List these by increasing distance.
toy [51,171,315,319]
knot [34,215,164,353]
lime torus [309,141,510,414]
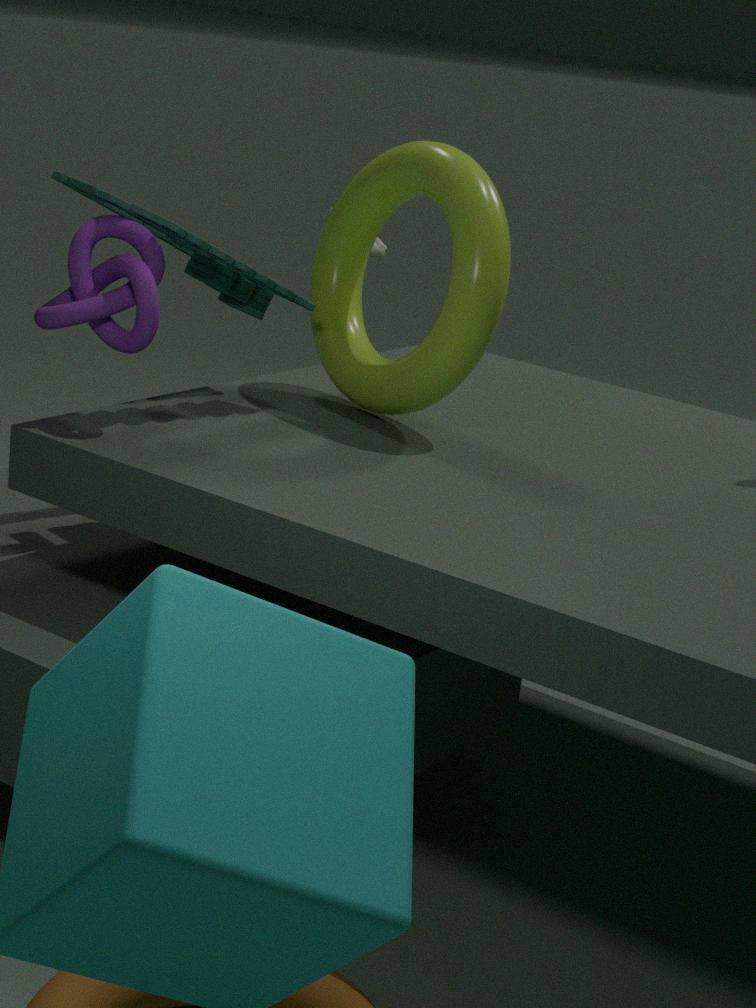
knot [34,215,164,353] < toy [51,171,315,319] < lime torus [309,141,510,414]
